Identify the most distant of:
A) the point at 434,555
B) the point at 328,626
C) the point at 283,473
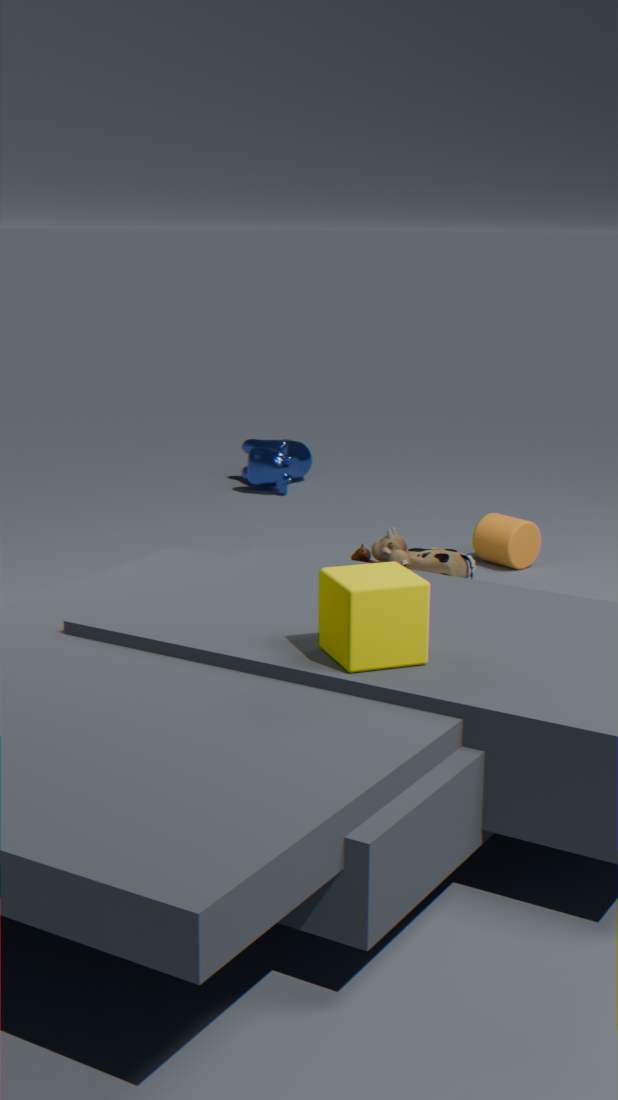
the point at 283,473
